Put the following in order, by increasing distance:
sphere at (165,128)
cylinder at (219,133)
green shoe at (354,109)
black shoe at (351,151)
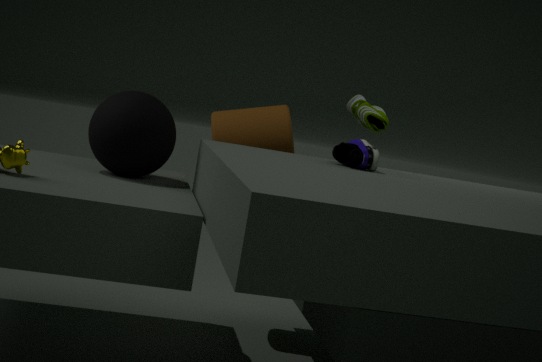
black shoe at (351,151), sphere at (165,128), green shoe at (354,109), cylinder at (219,133)
